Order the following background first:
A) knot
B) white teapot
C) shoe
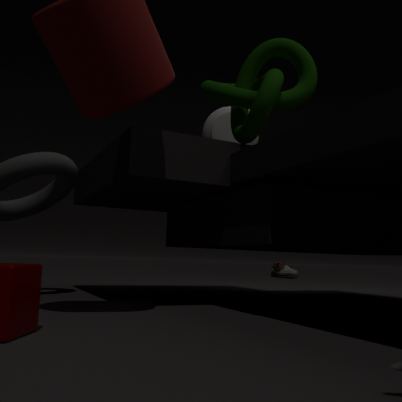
shoe, white teapot, knot
